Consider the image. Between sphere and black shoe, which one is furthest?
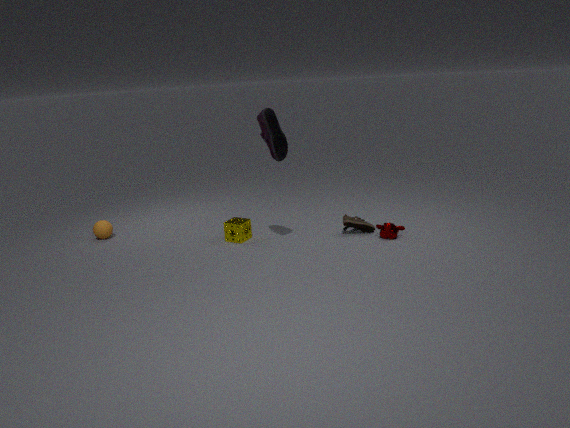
sphere
